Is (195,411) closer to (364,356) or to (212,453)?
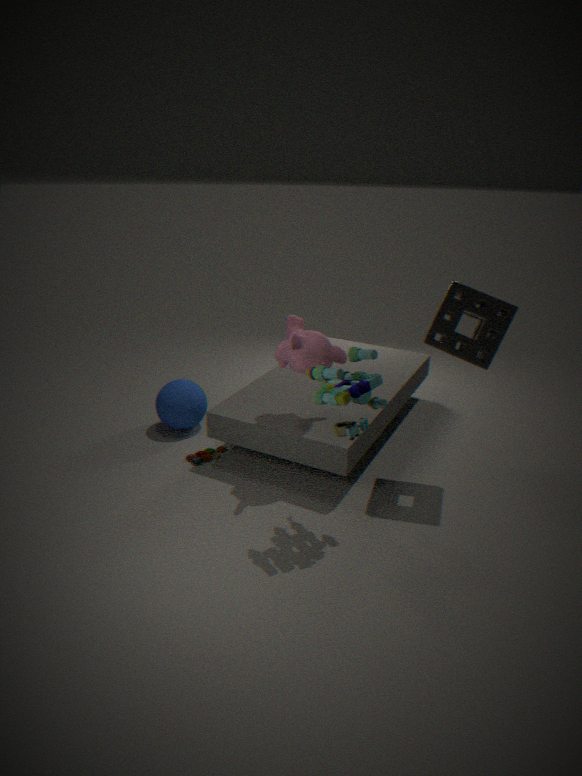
(212,453)
